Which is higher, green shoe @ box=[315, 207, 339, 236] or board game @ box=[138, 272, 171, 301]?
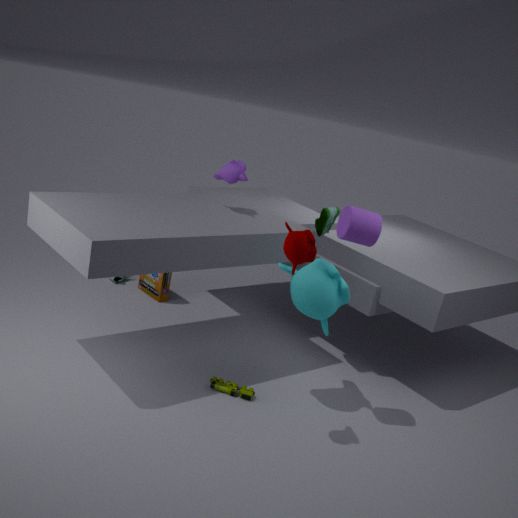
green shoe @ box=[315, 207, 339, 236]
